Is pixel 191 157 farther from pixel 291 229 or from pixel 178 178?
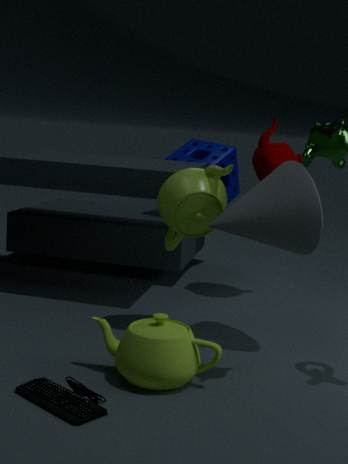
pixel 291 229
